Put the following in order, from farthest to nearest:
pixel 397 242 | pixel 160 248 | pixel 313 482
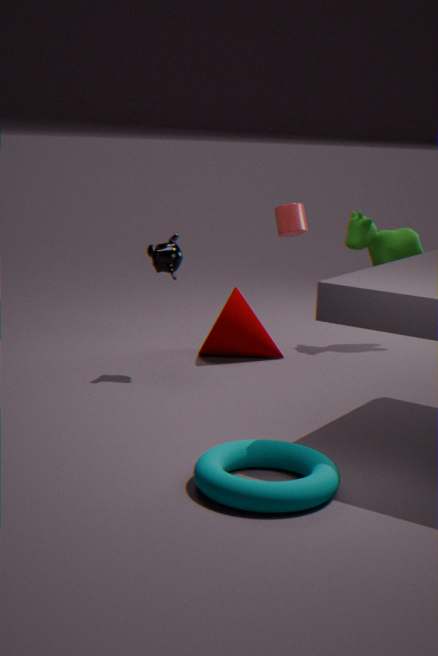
1. pixel 397 242
2. pixel 160 248
3. pixel 313 482
